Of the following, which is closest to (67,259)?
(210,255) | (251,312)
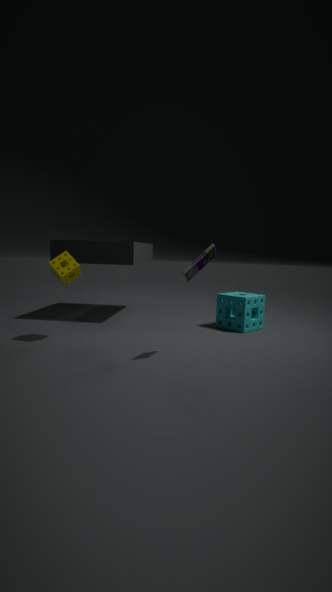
(210,255)
